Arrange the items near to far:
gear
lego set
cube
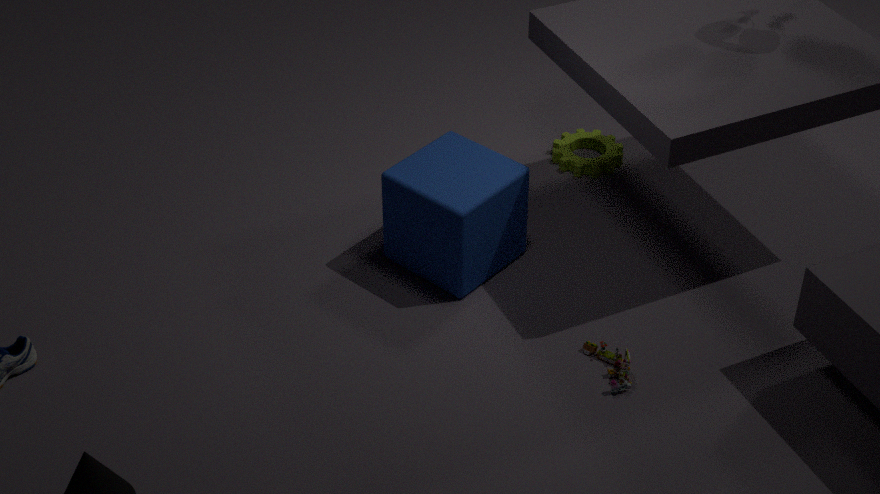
lego set
cube
gear
